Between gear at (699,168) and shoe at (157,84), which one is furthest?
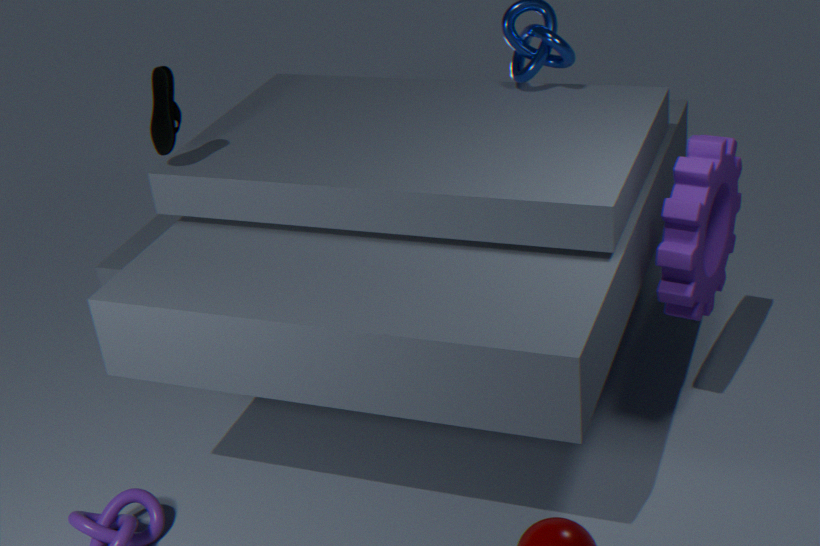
shoe at (157,84)
